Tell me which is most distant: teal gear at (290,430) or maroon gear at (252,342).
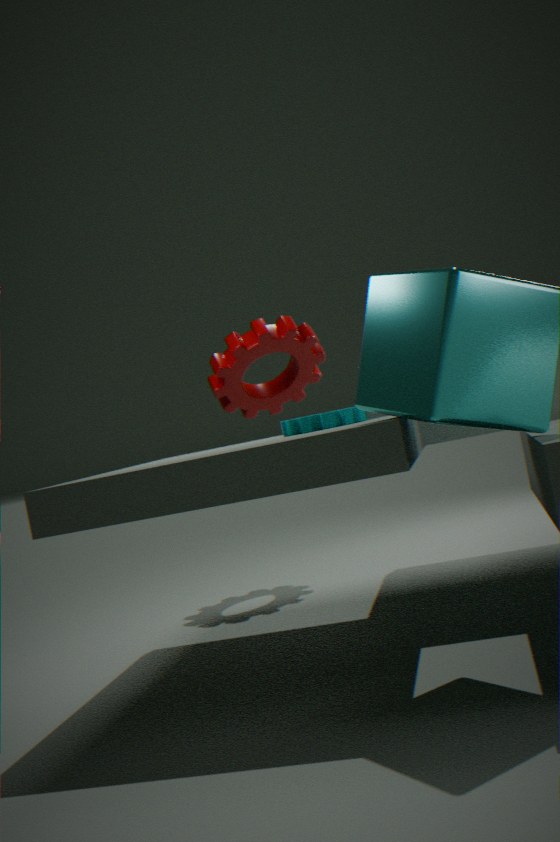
maroon gear at (252,342)
